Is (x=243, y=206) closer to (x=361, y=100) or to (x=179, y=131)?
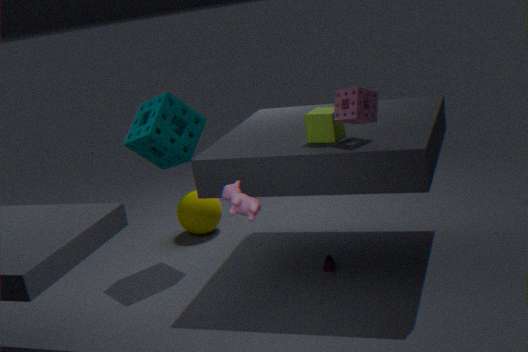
(x=361, y=100)
